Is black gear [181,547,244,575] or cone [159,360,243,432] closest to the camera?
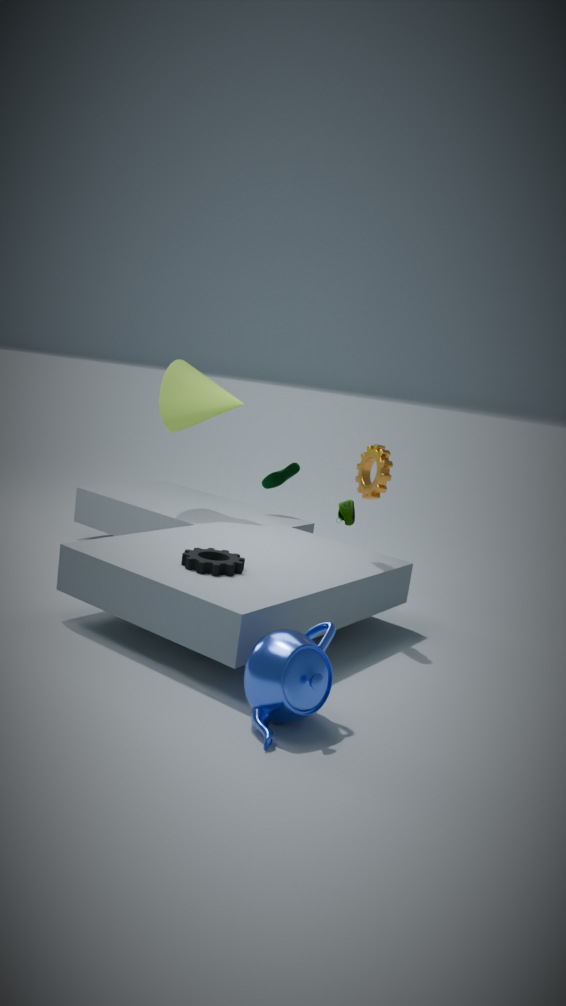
black gear [181,547,244,575]
